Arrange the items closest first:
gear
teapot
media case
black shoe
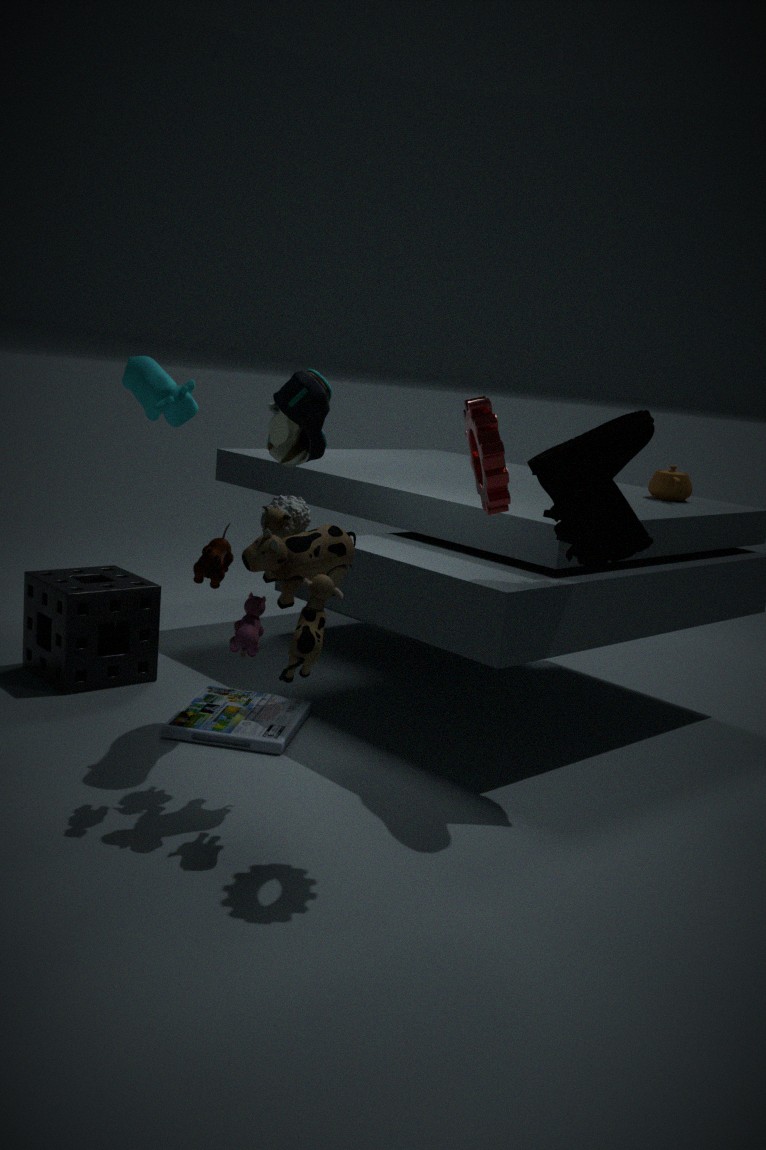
gear
black shoe
media case
teapot
